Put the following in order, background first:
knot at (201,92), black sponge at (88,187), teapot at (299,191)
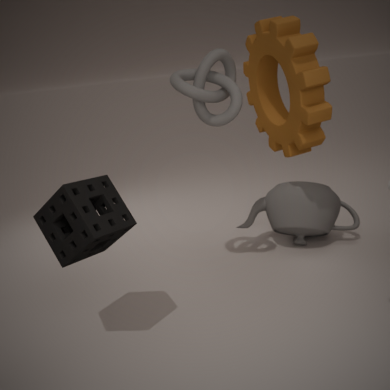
1. teapot at (299,191)
2. knot at (201,92)
3. black sponge at (88,187)
